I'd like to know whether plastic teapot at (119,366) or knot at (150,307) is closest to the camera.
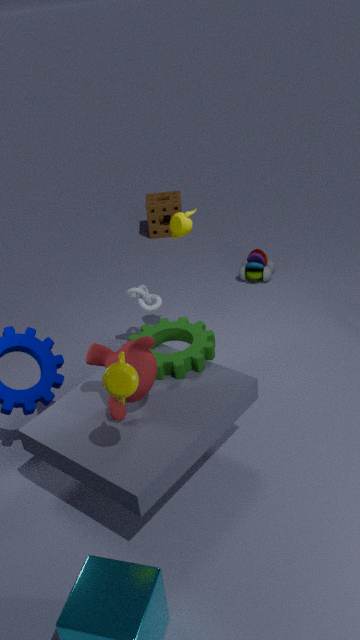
plastic teapot at (119,366)
